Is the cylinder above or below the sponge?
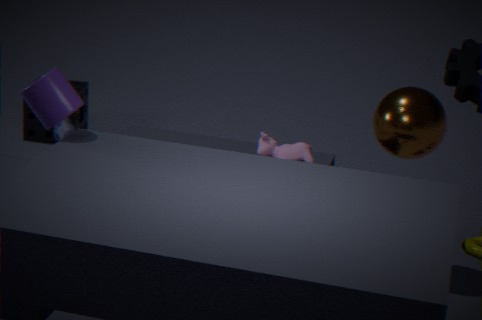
above
